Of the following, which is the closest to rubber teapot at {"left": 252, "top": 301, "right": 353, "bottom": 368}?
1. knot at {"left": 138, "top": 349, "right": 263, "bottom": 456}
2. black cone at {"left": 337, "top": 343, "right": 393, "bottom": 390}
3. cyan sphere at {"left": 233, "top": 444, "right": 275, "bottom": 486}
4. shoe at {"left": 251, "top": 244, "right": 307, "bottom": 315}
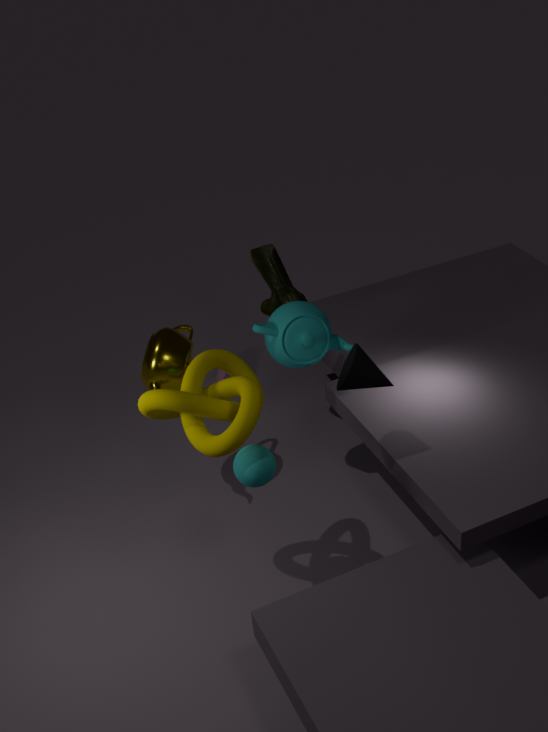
shoe at {"left": 251, "top": 244, "right": 307, "bottom": 315}
